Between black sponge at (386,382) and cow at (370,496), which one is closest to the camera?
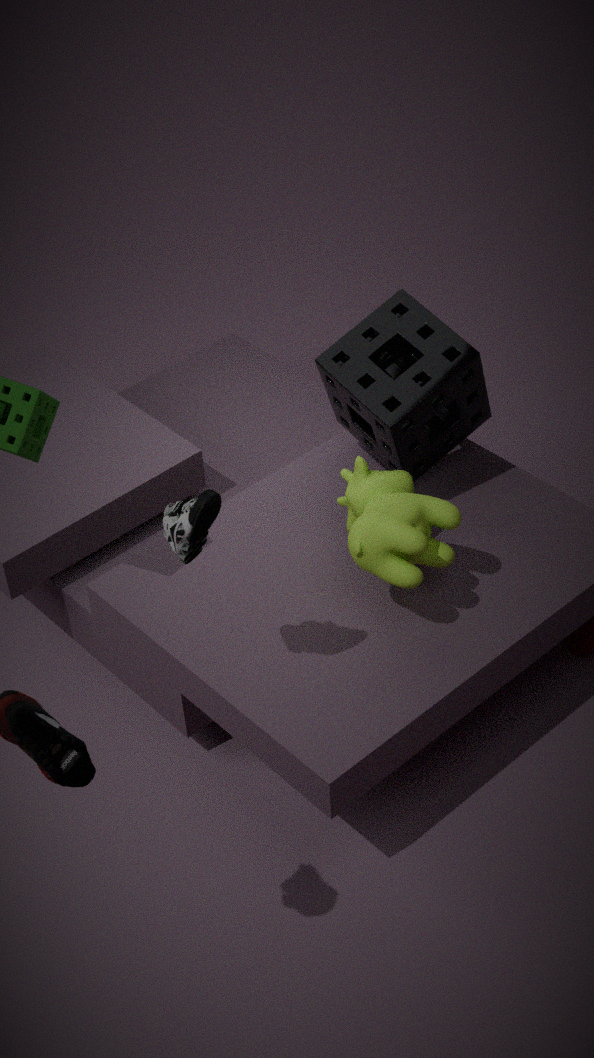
cow at (370,496)
